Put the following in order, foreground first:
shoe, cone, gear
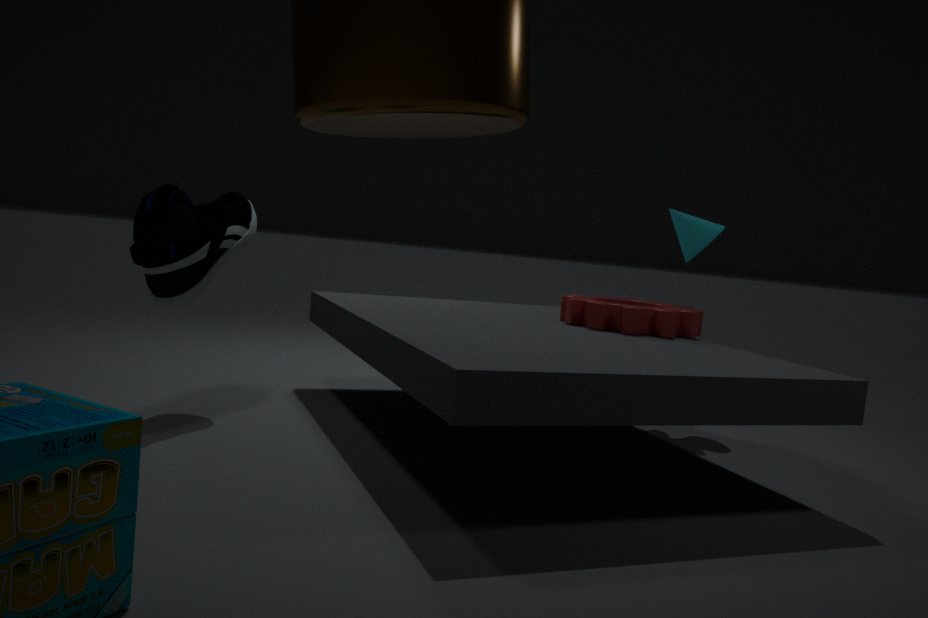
1. shoe
2. gear
3. cone
